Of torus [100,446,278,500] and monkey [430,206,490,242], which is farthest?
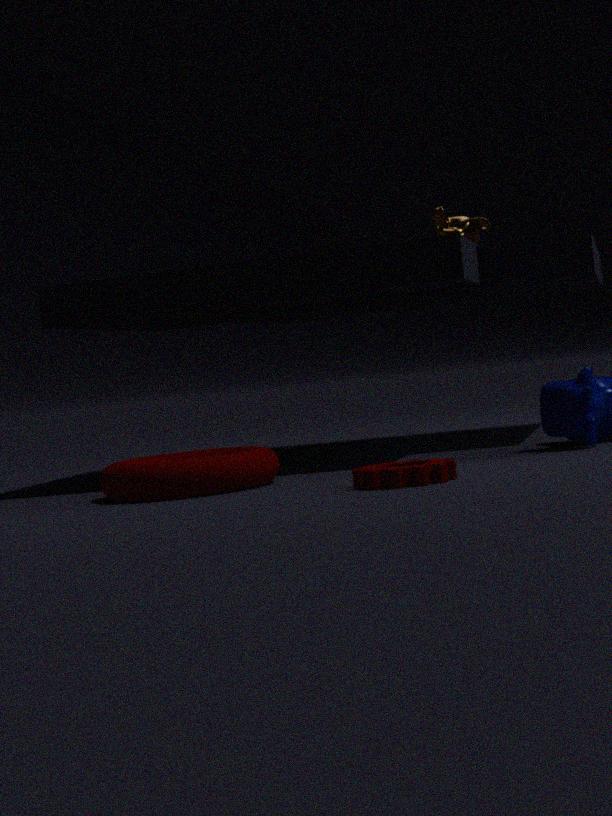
monkey [430,206,490,242]
